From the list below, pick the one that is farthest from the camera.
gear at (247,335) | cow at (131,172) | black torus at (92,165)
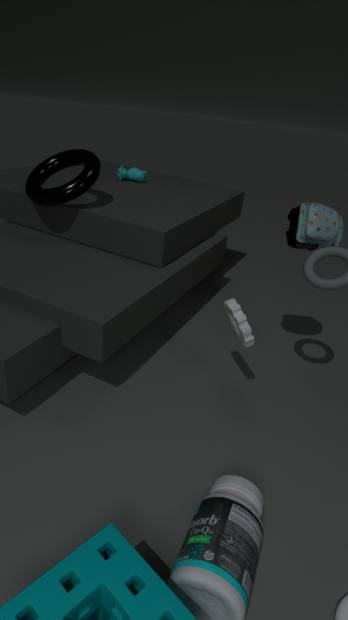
cow at (131,172)
